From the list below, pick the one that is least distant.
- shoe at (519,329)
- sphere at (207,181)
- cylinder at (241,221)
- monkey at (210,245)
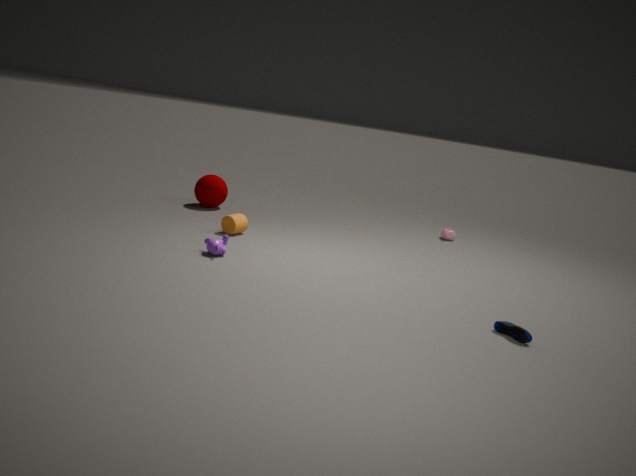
shoe at (519,329)
